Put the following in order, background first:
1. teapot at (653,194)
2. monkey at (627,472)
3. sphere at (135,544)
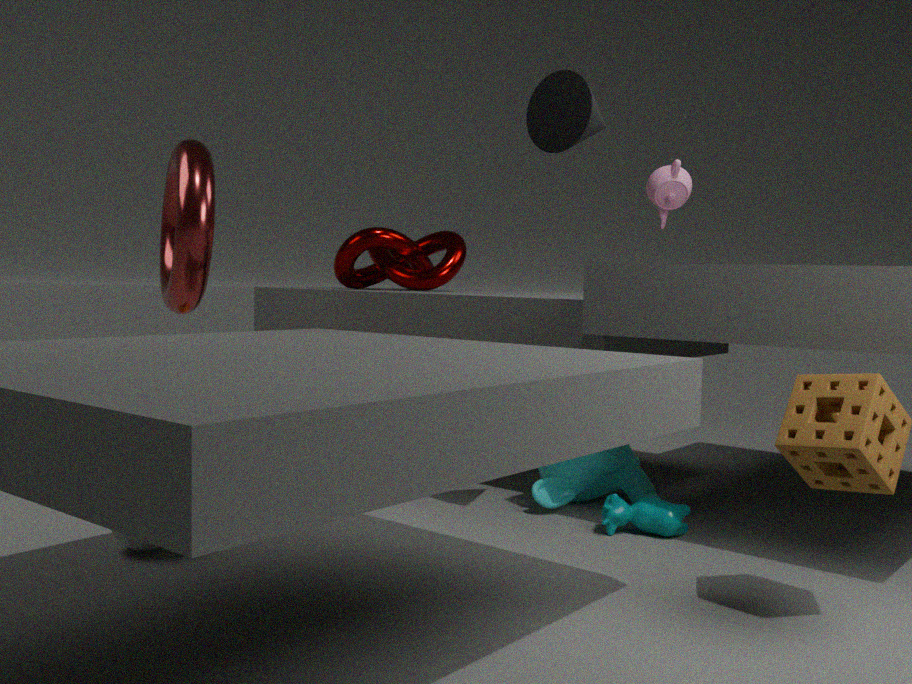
1. teapot at (653,194)
2. monkey at (627,472)
3. sphere at (135,544)
